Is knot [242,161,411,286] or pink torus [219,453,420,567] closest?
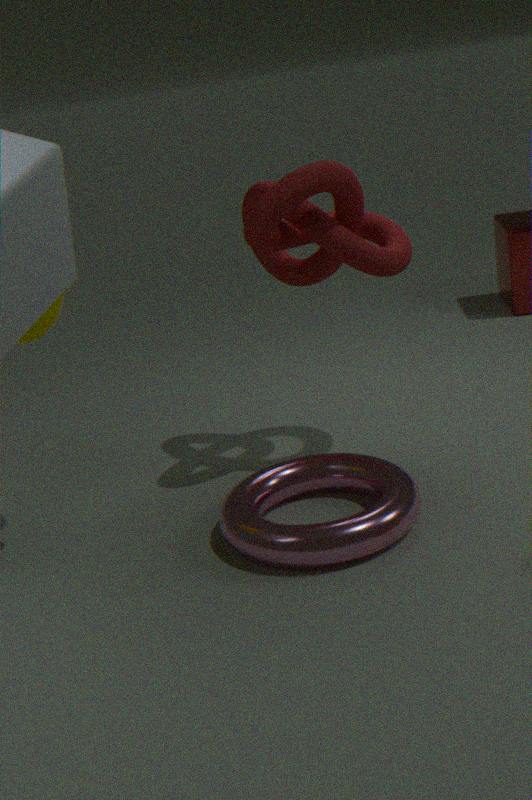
pink torus [219,453,420,567]
